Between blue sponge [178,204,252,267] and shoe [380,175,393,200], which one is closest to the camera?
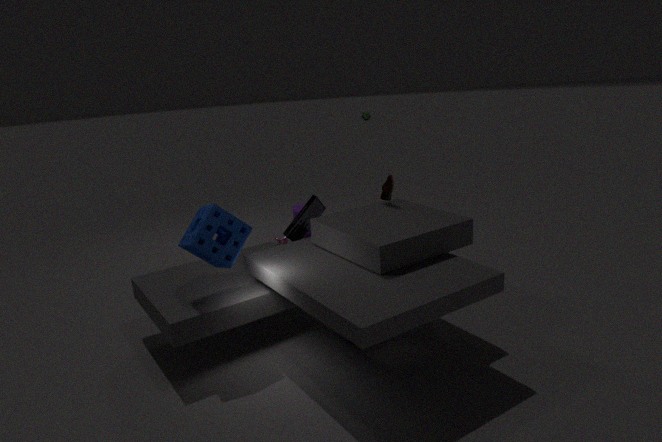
blue sponge [178,204,252,267]
